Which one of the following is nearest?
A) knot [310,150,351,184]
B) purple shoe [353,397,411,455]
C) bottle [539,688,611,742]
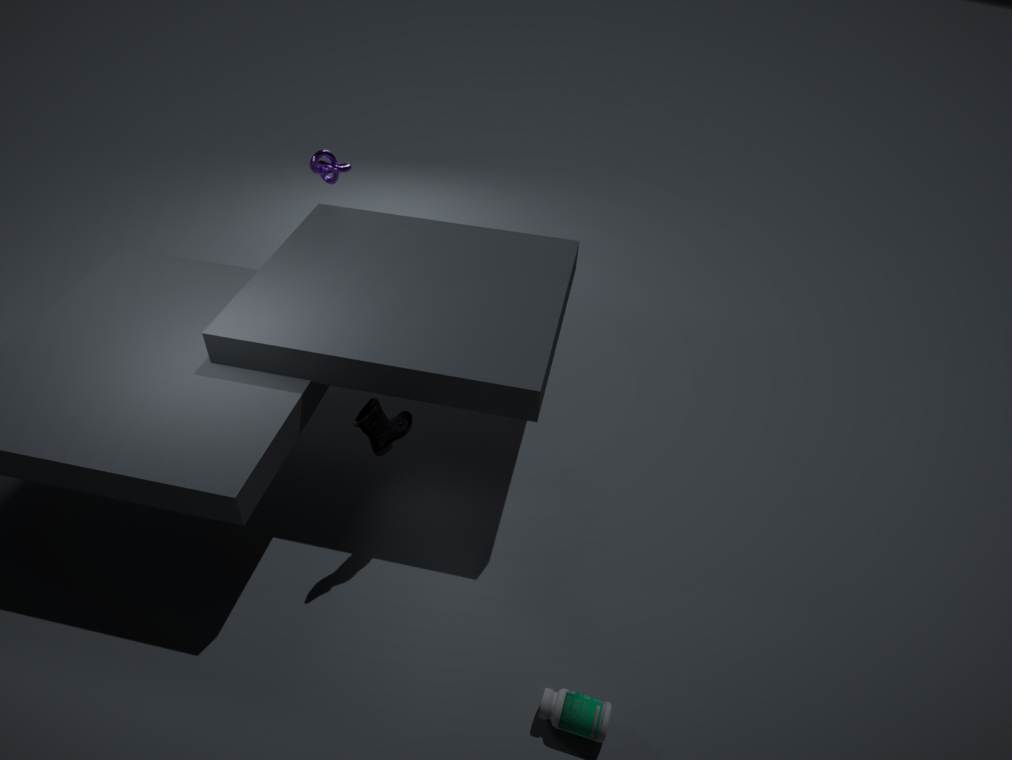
bottle [539,688,611,742]
